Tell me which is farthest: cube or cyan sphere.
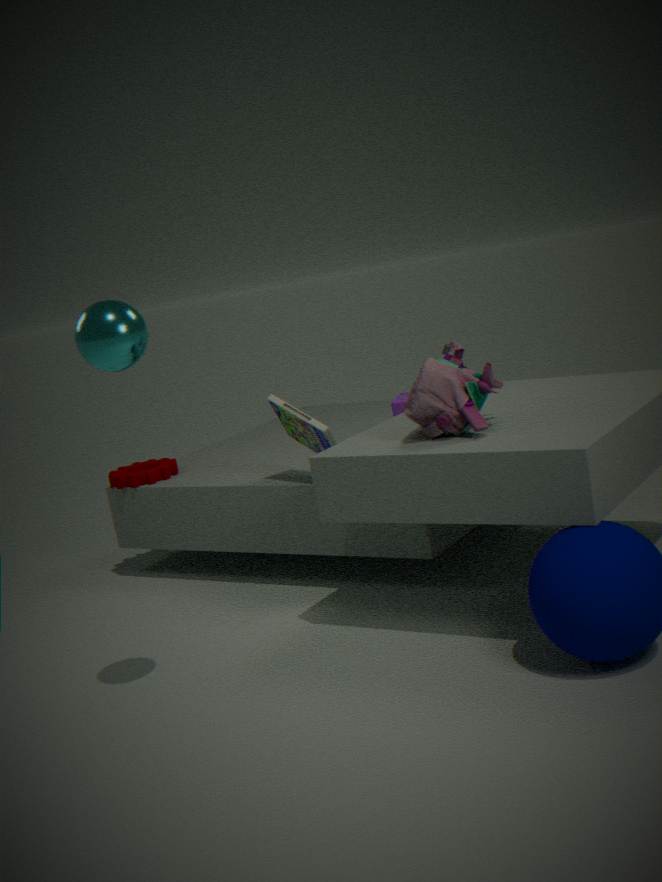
cube
